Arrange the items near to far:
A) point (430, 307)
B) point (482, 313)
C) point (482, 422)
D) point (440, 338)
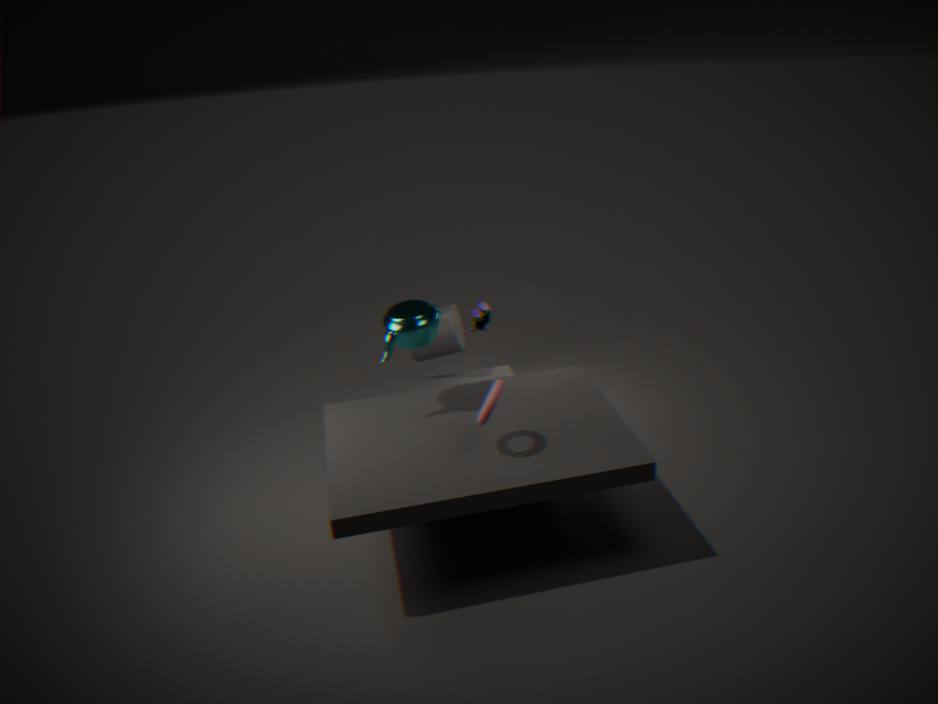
1. point (482, 422)
2. point (430, 307)
3. point (440, 338)
4. point (482, 313)
